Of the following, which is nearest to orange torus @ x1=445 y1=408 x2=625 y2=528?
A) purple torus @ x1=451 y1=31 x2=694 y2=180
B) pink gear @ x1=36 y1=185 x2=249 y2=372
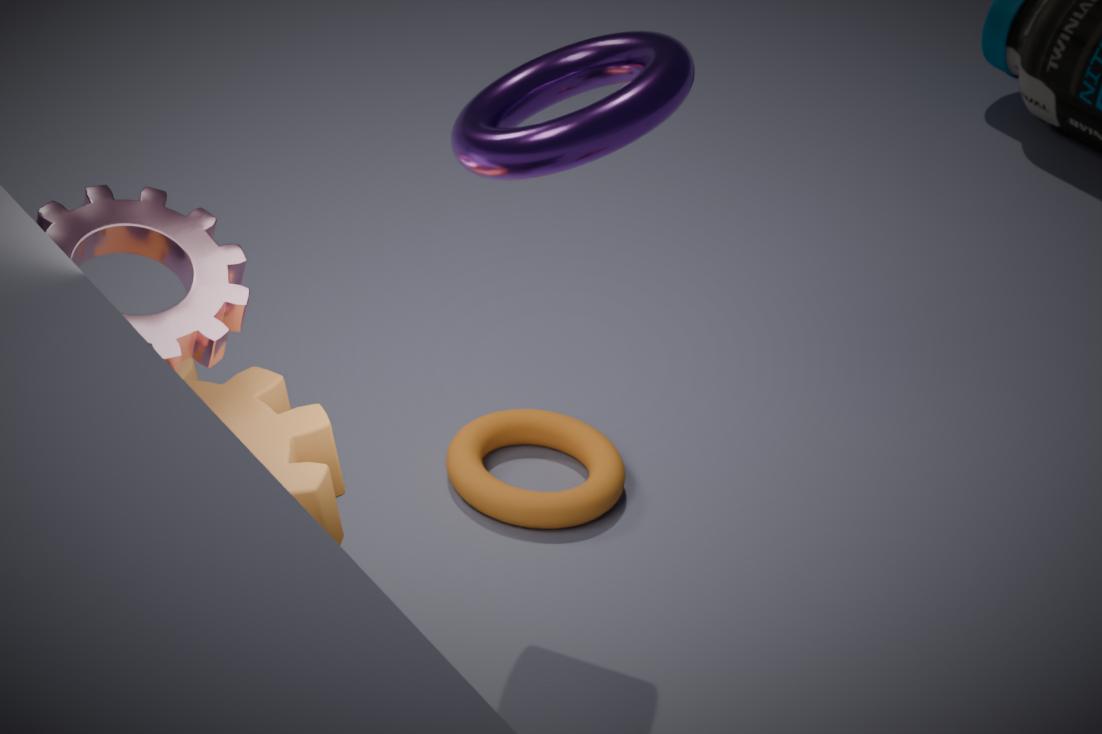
pink gear @ x1=36 y1=185 x2=249 y2=372
